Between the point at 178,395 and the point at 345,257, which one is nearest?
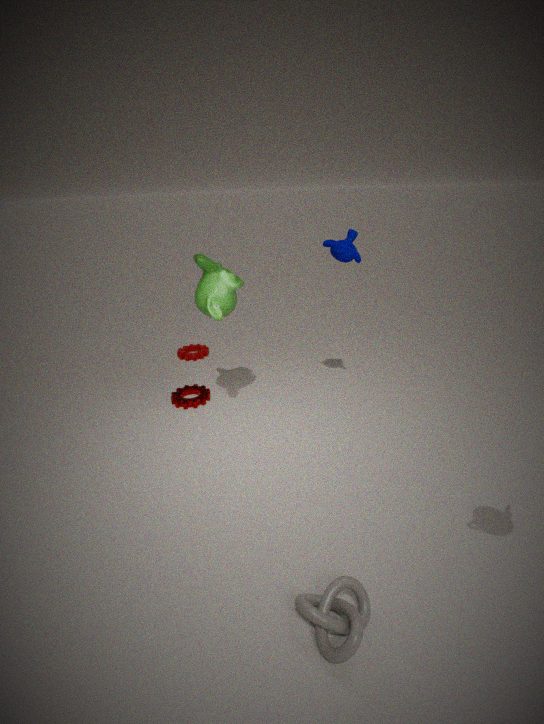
the point at 345,257
